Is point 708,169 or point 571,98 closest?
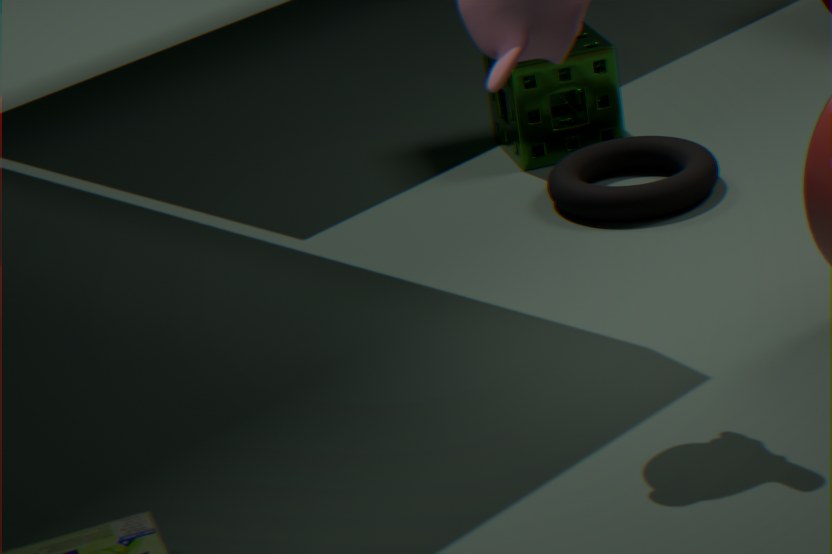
point 708,169
